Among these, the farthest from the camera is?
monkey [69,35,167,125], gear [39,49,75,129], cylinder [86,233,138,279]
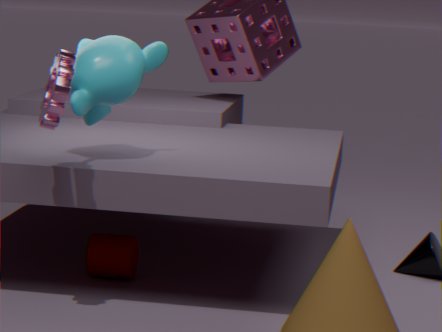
cylinder [86,233,138,279]
